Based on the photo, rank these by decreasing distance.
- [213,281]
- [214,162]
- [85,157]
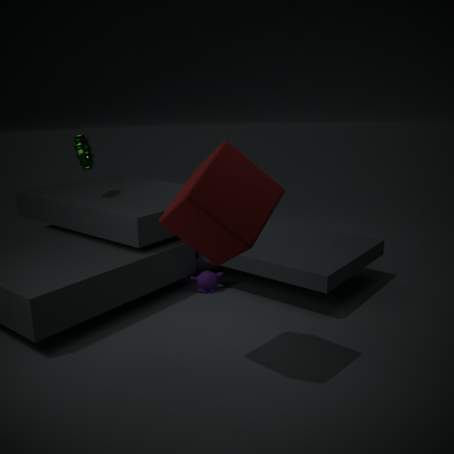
[85,157] → [213,281] → [214,162]
